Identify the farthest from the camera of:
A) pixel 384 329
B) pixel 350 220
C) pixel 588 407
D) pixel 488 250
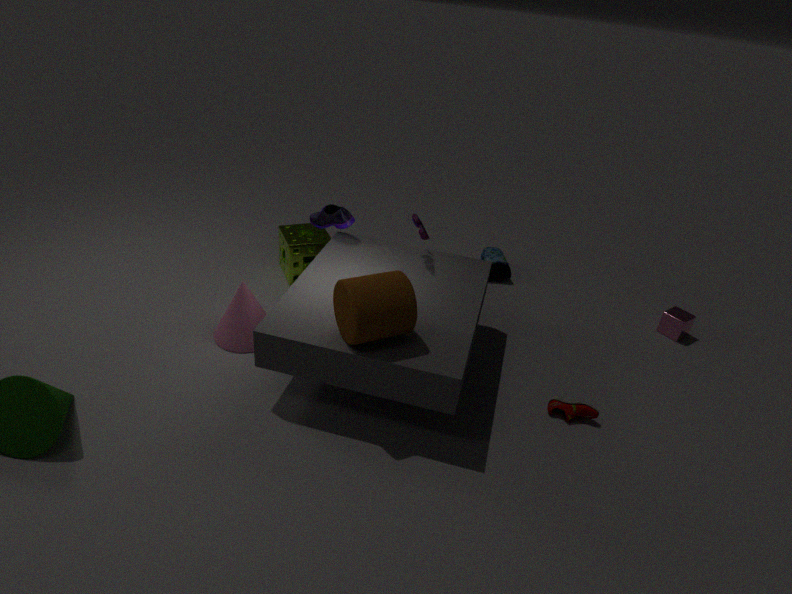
pixel 488 250
